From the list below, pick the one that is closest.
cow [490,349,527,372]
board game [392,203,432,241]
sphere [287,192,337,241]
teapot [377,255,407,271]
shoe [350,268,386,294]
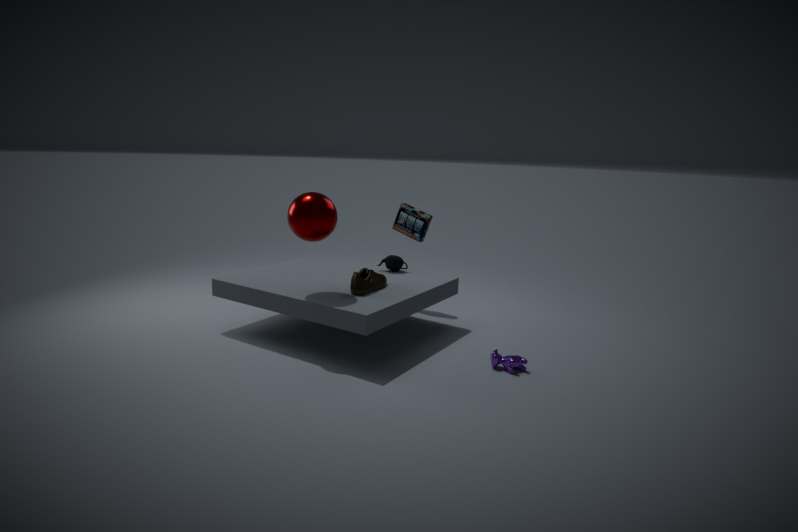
cow [490,349,527,372]
